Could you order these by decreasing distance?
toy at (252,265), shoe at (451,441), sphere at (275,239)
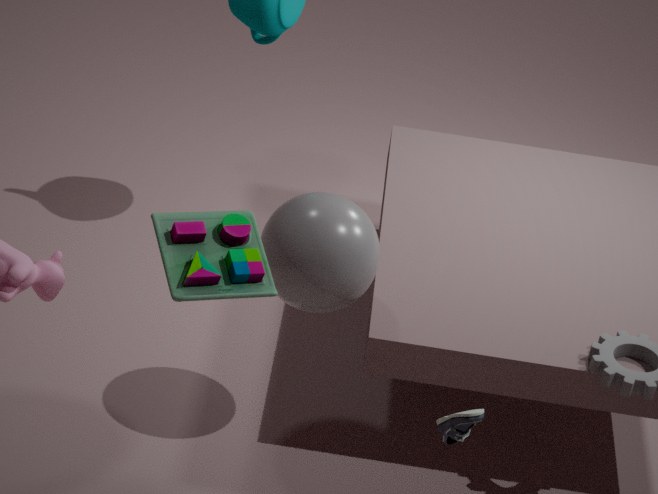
sphere at (275,239) < shoe at (451,441) < toy at (252,265)
